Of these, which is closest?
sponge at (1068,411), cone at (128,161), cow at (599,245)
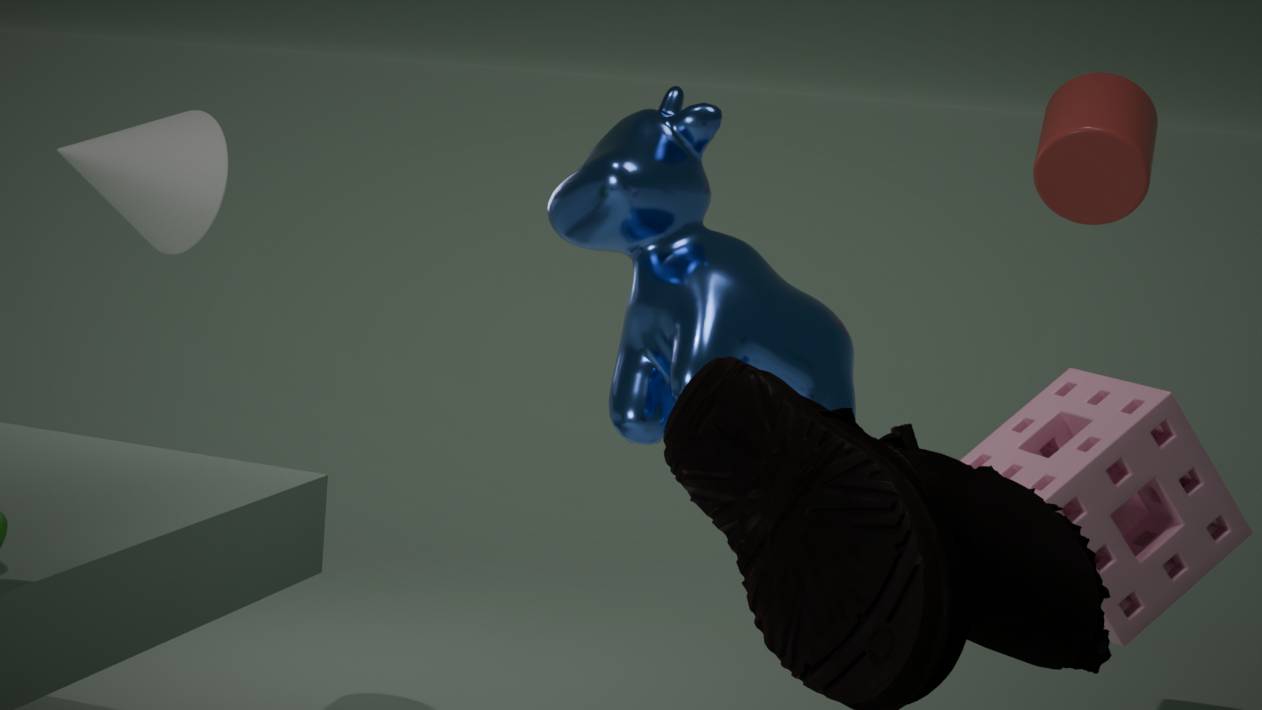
sponge at (1068,411)
